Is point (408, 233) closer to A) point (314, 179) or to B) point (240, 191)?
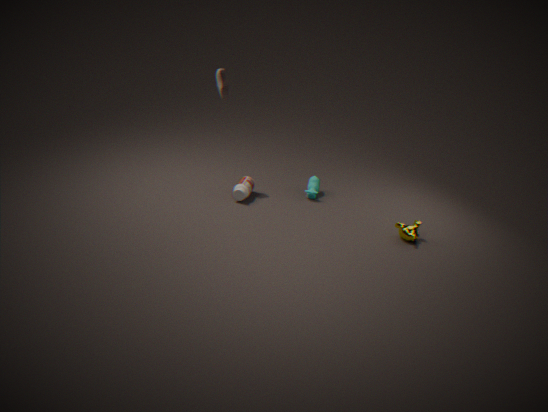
A) point (314, 179)
